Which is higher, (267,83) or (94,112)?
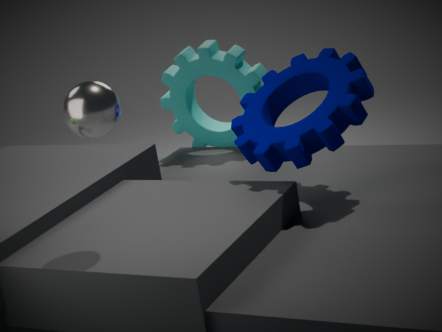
(94,112)
